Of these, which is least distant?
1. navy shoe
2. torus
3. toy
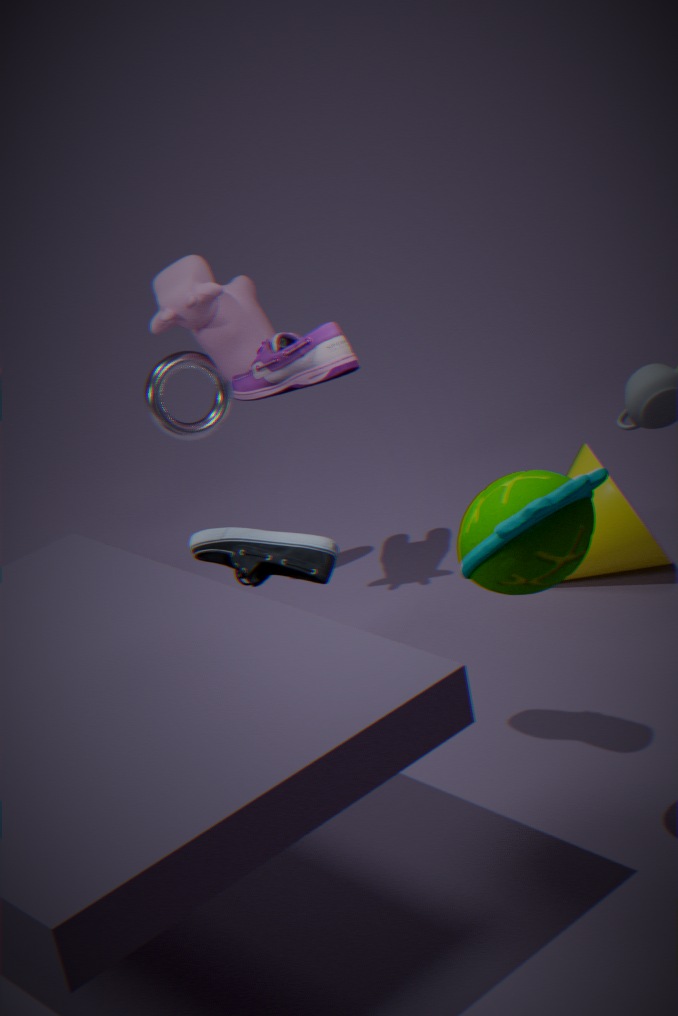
toy
